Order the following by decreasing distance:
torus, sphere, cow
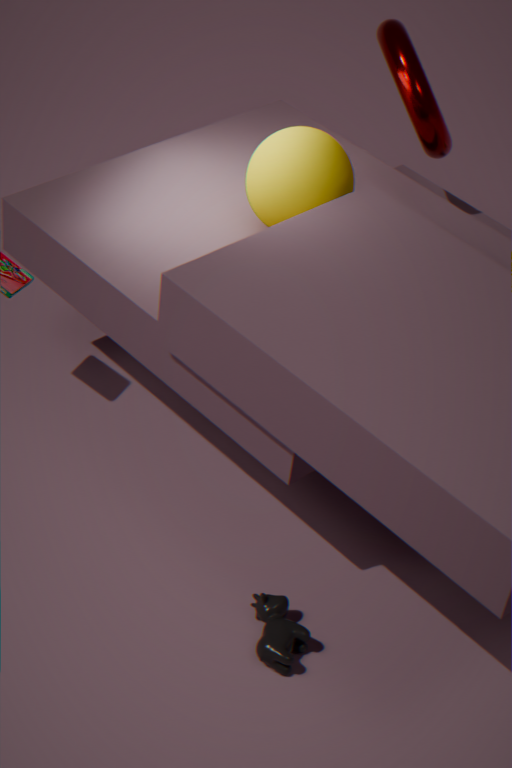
torus → sphere → cow
